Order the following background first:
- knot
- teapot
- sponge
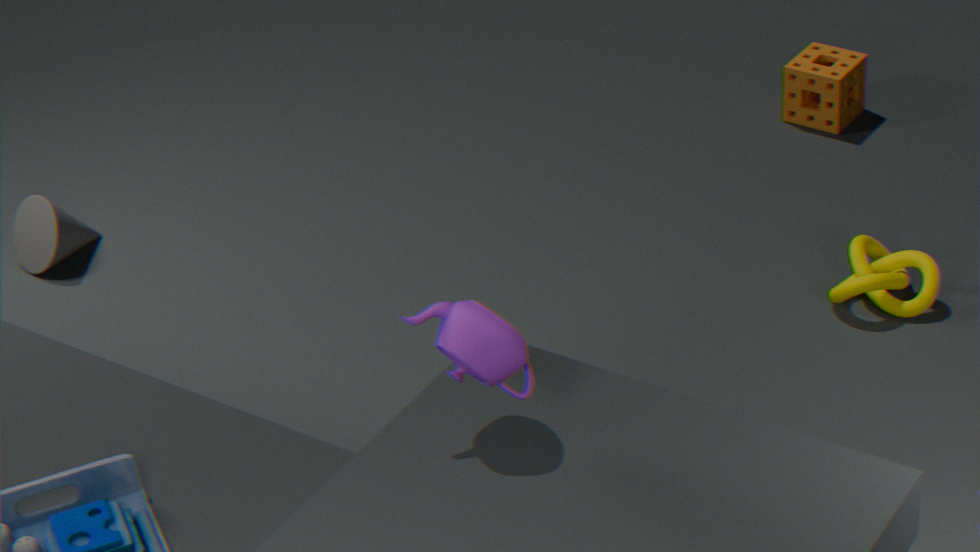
sponge → knot → teapot
